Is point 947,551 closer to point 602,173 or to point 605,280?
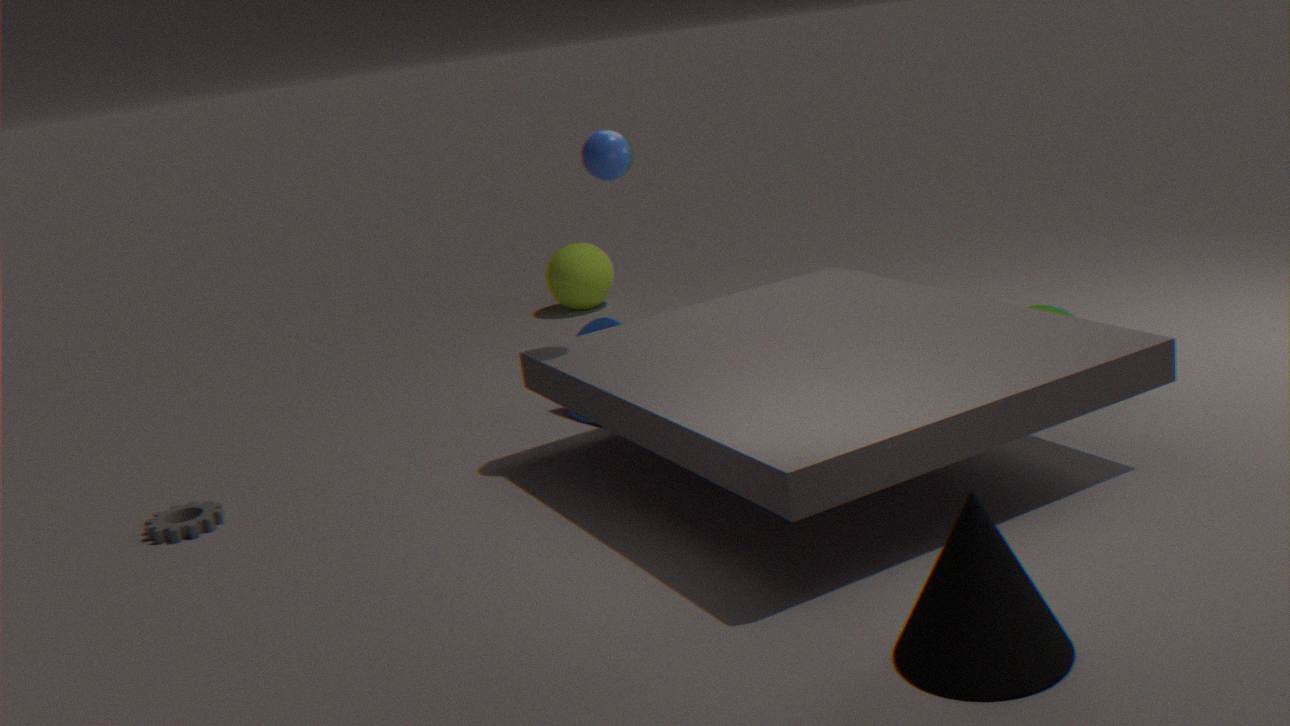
point 602,173
